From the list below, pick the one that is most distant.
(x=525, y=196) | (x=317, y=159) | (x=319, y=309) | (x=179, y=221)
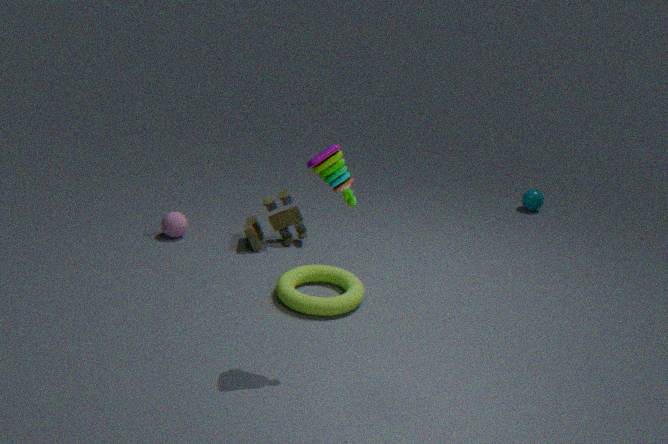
(x=525, y=196)
